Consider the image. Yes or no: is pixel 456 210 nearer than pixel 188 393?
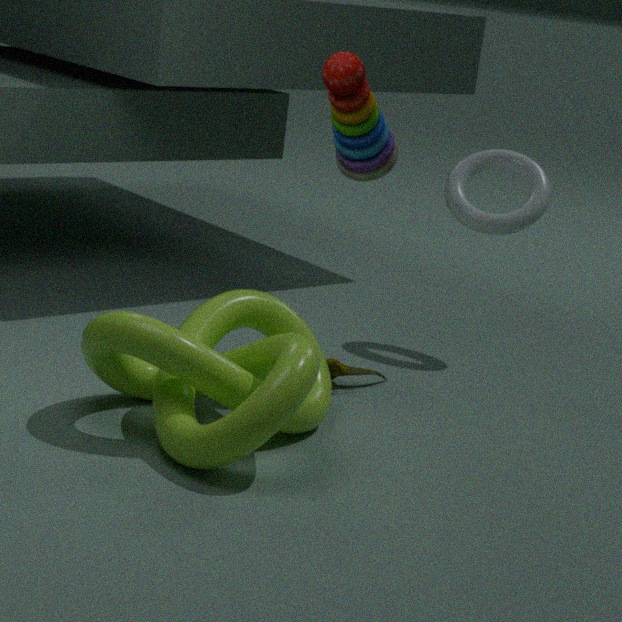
No
